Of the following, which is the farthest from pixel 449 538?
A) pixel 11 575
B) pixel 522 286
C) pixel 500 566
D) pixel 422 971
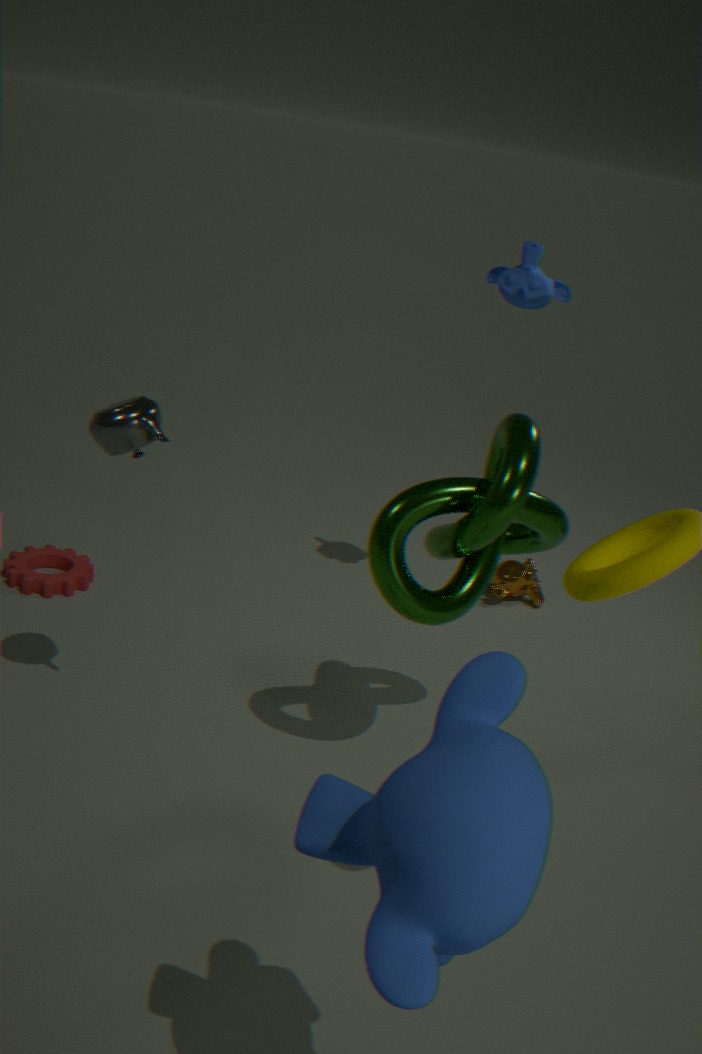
pixel 11 575
